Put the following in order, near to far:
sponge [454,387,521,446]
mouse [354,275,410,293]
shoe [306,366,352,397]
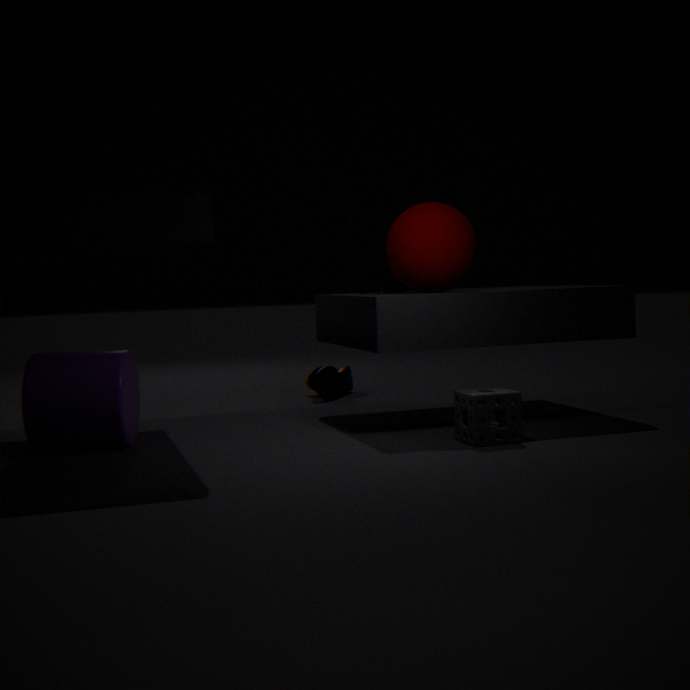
1. sponge [454,387,521,446]
2. mouse [354,275,410,293]
3. shoe [306,366,352,397]
